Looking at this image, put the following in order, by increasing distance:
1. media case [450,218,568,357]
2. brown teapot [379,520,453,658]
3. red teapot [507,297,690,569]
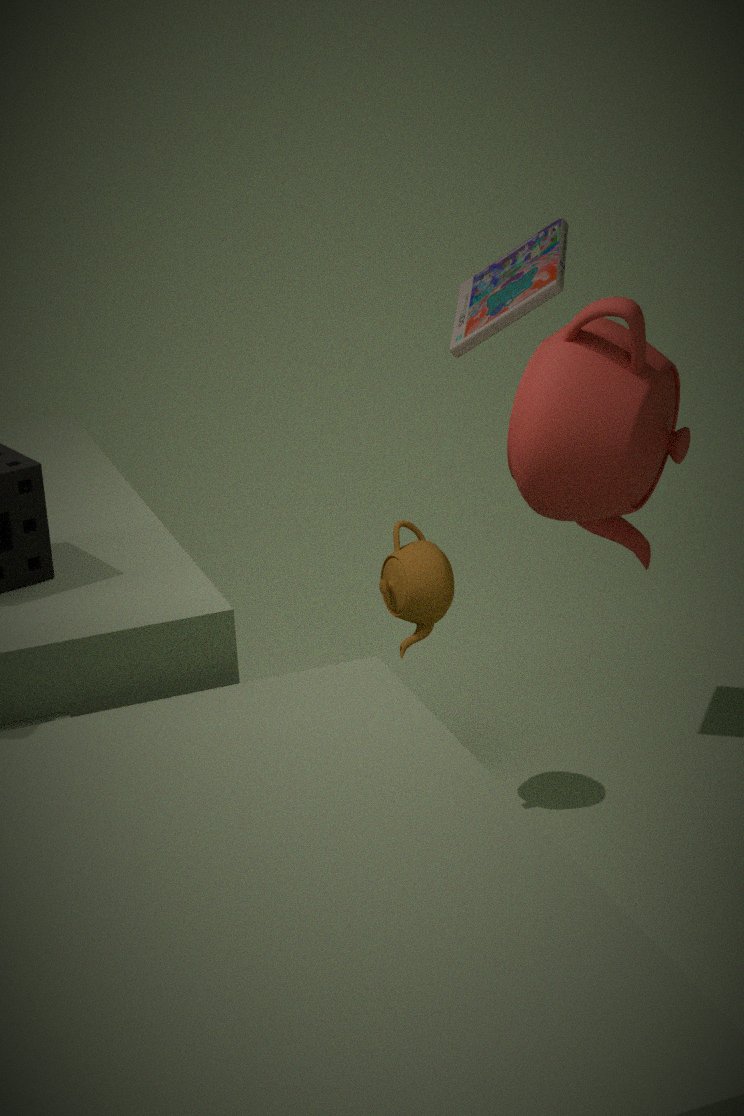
red teapot [507,297,690,569], brown teapot [379,520,453,658], media case [450,218,568,357]
